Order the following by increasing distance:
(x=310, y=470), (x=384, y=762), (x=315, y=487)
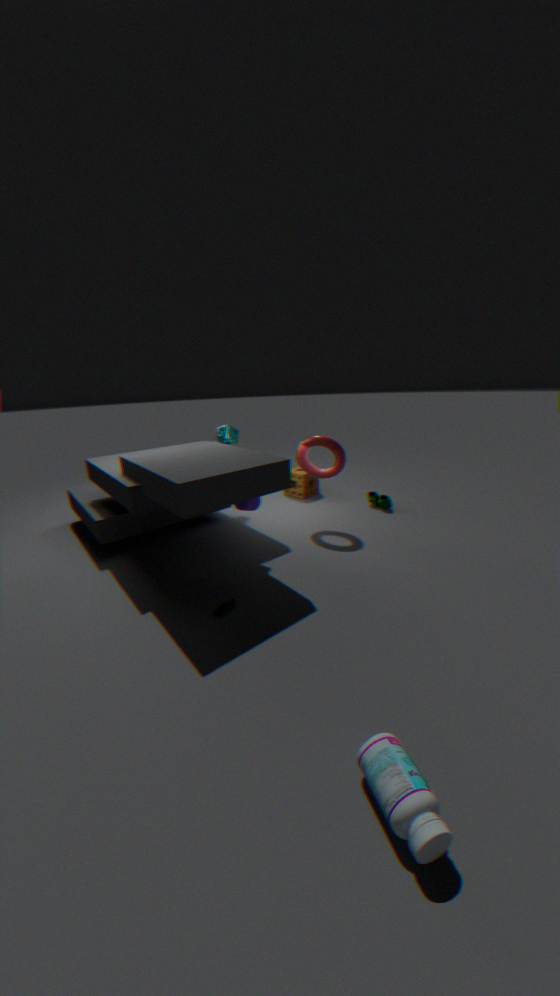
1. (x=384, y=762)
2. (x=310, y=470)
3. (x=315, y=487)
